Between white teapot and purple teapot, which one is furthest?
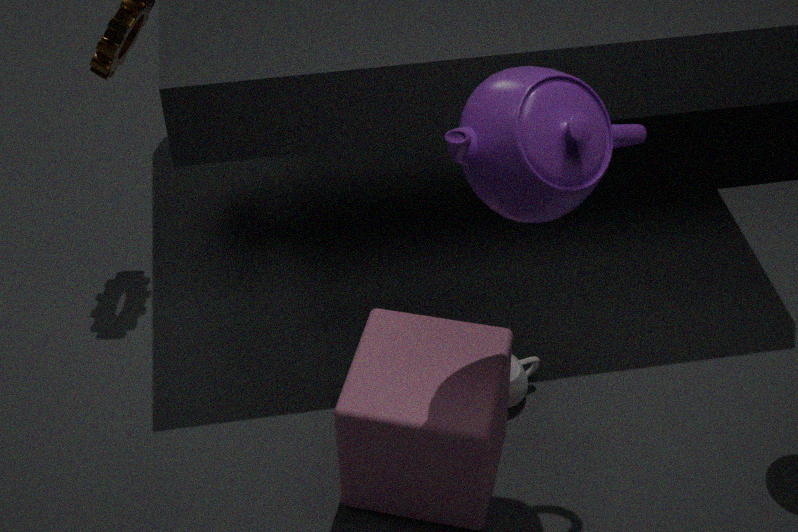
white teapot
